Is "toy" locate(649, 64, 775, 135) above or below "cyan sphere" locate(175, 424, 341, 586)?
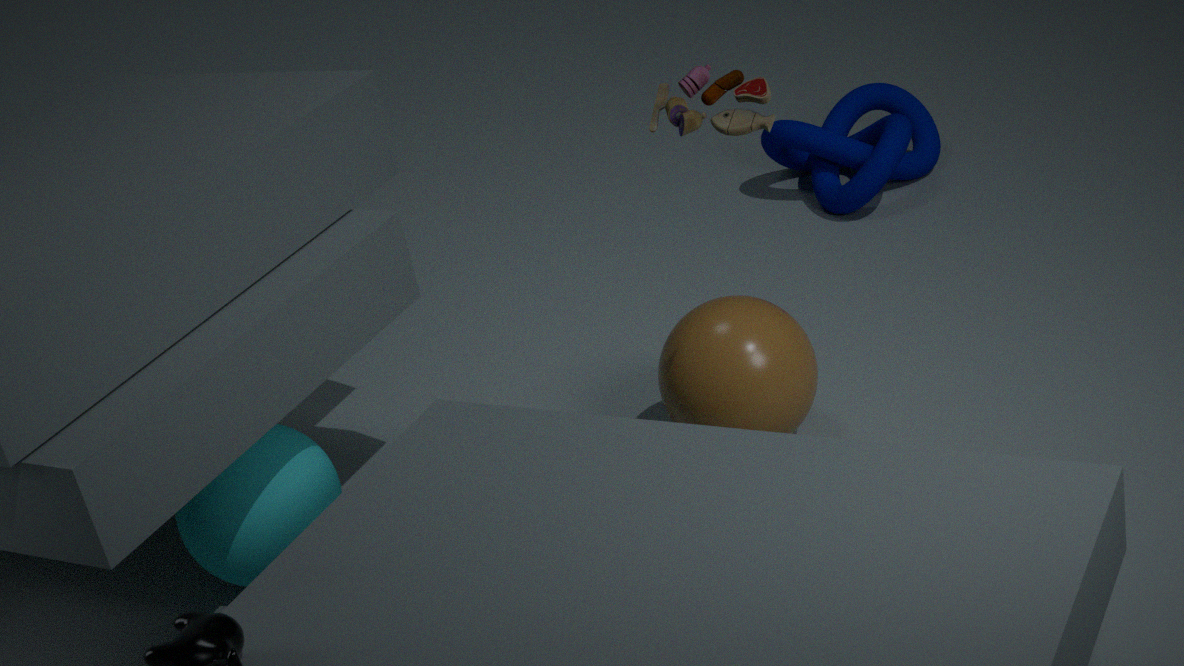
above
